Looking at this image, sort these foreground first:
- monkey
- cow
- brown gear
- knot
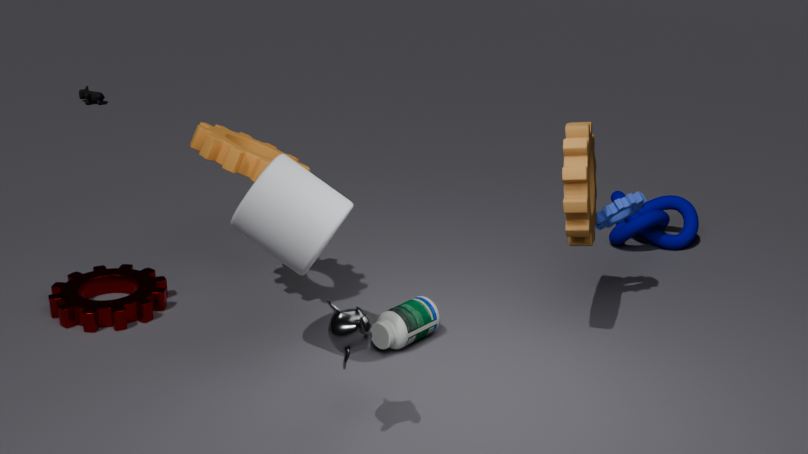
1. monkey
2. brown gear
3. knot
4. cow
